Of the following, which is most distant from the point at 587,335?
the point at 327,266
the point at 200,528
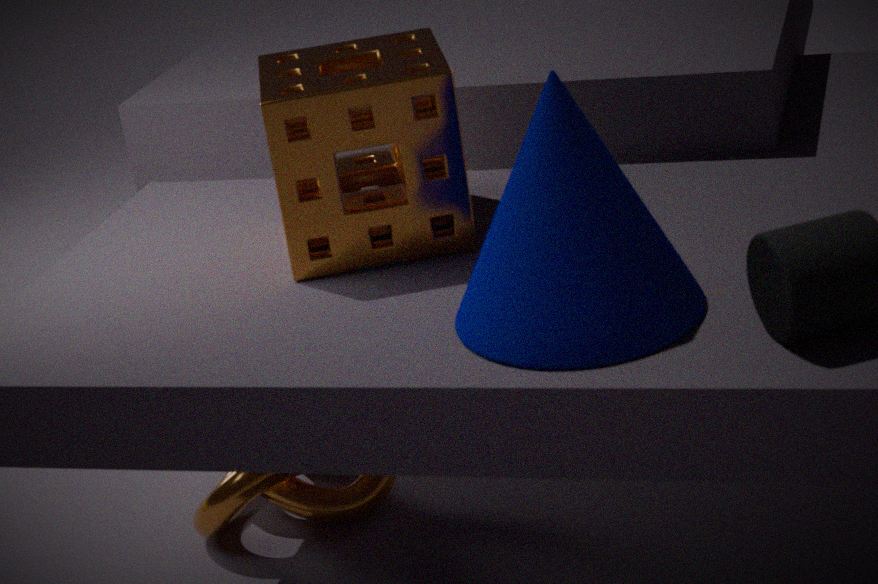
the point at 200,528
